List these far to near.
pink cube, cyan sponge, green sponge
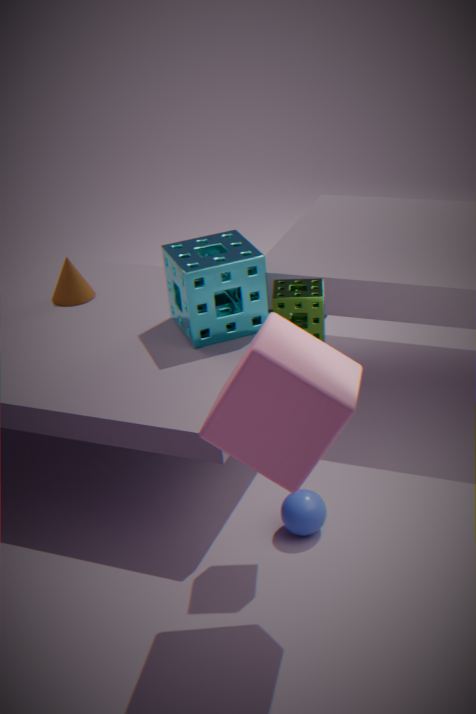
cyan sponge
green sponge
pink cube
